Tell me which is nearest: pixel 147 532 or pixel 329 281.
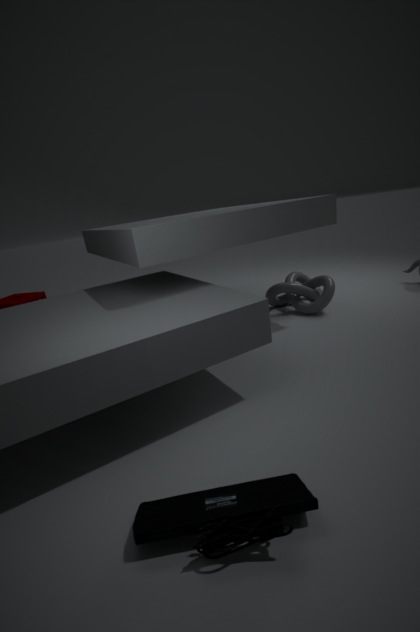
pixel 147 532
